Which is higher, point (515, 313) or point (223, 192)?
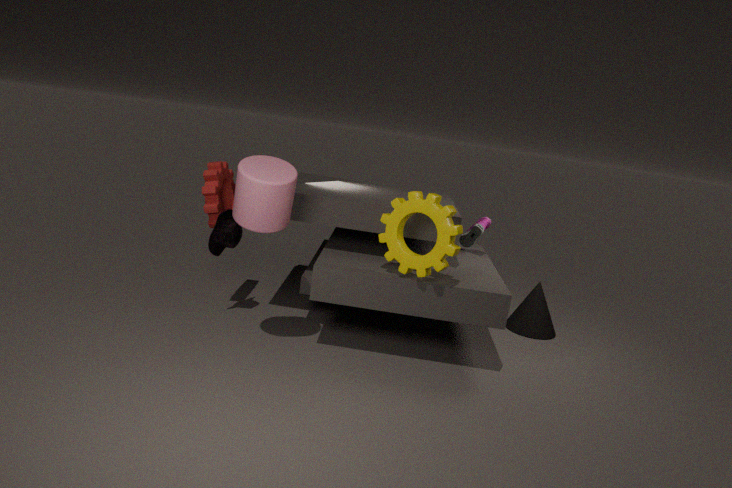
point (223, 192)
